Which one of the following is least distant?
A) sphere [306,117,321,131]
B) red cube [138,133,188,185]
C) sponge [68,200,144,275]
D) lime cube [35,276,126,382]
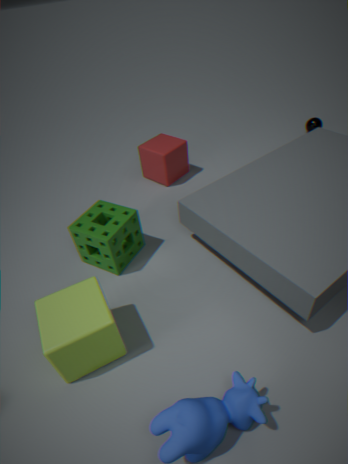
lime cube [35,276,126,382]
